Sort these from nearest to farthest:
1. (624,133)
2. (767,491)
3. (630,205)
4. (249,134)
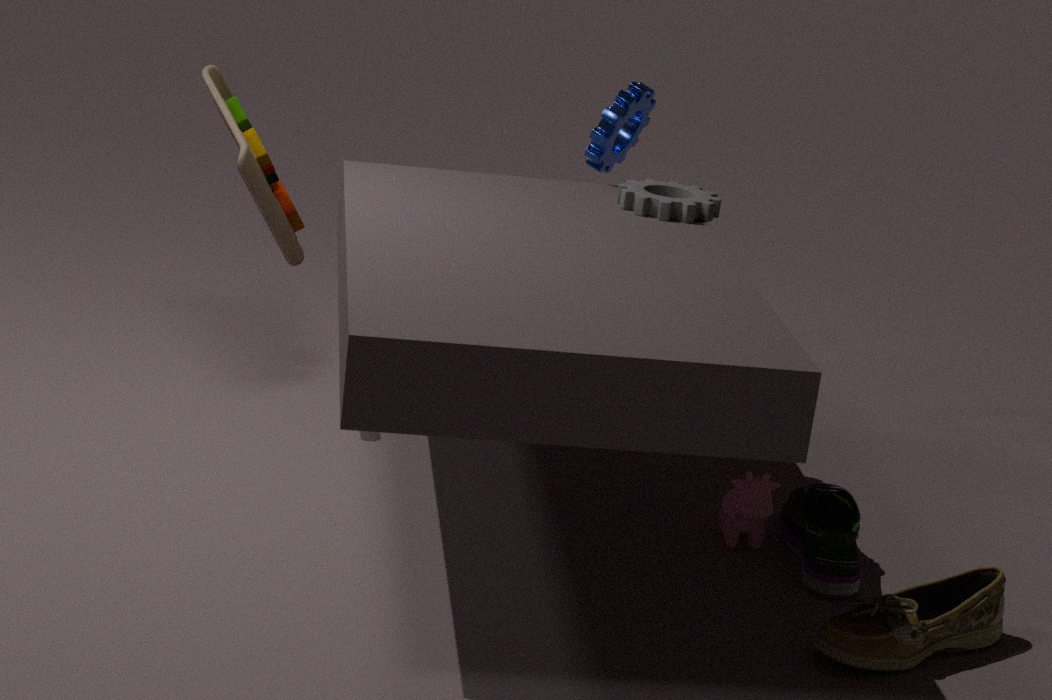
(767,491) → (630,205) → (249,134) → (624,133)
